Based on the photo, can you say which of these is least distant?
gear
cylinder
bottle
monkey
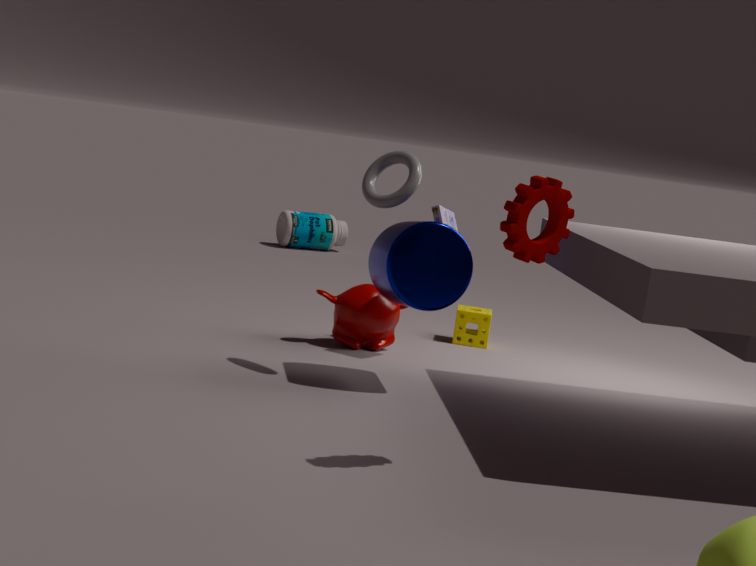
gear
